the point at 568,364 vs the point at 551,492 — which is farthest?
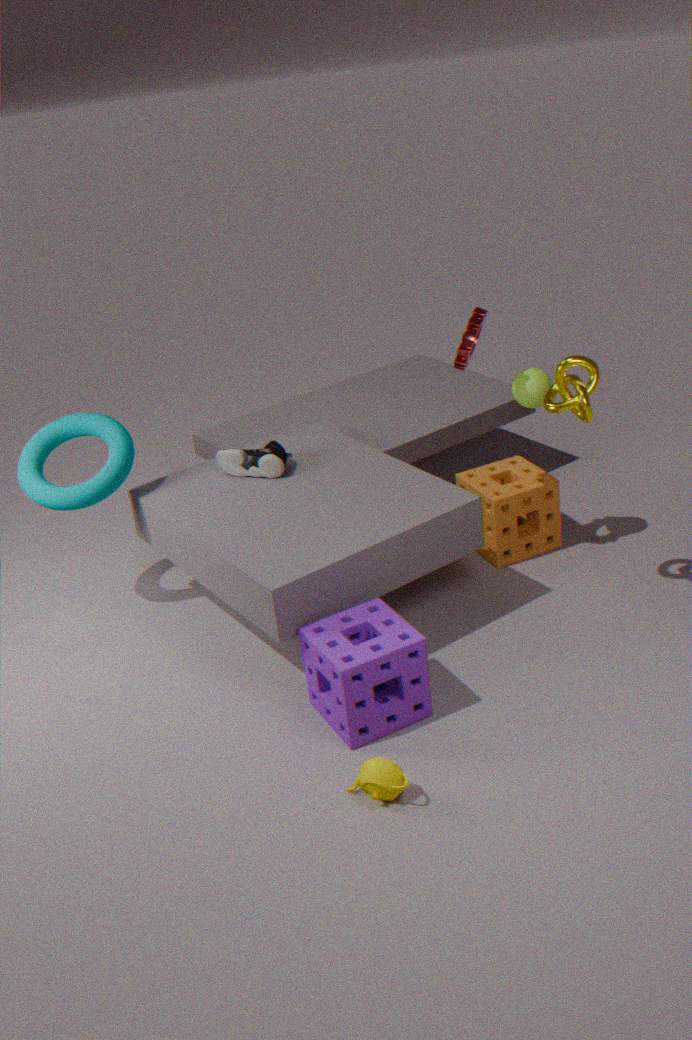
the point at 551,492
